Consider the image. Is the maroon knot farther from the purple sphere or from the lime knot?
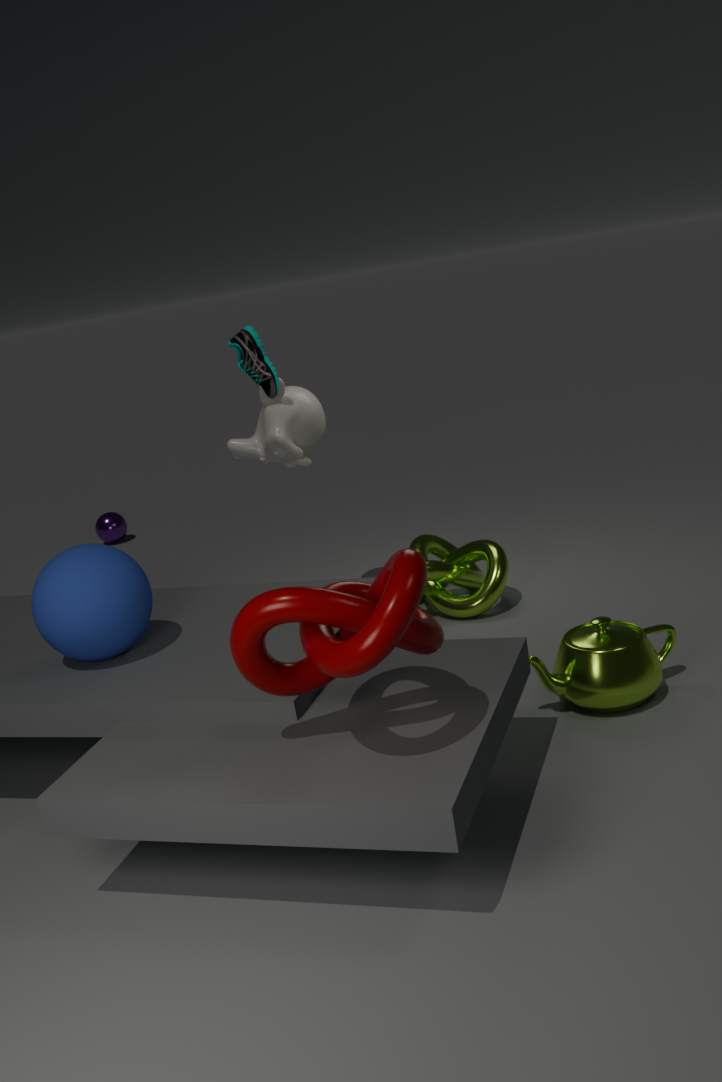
the purple sphere
